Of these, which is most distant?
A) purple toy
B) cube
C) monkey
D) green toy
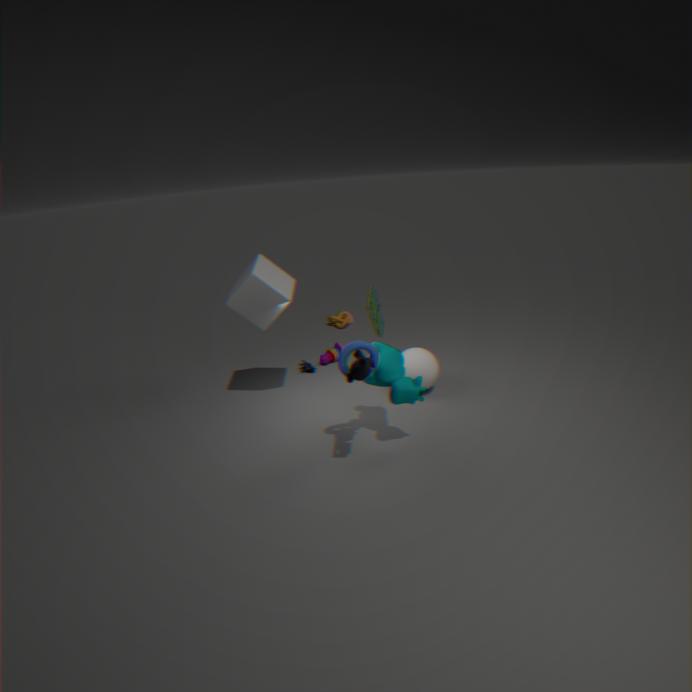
purple toy
